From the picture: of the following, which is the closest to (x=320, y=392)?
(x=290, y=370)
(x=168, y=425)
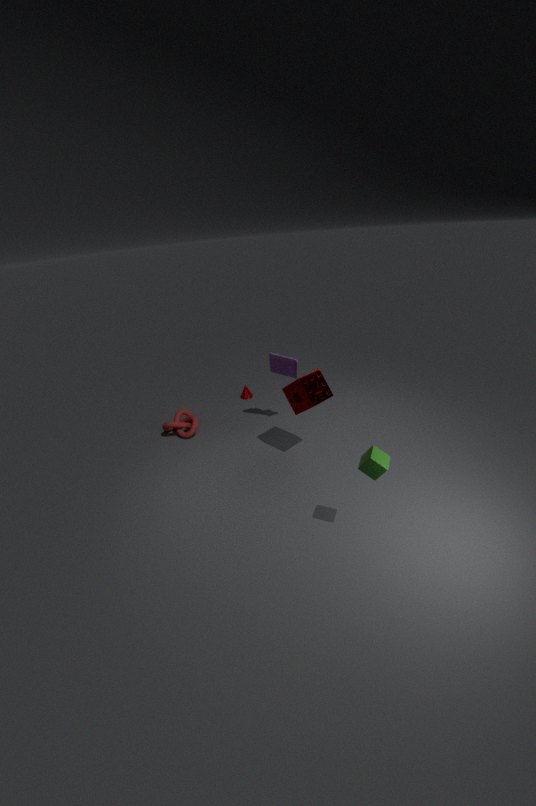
(x=290, y=370)
